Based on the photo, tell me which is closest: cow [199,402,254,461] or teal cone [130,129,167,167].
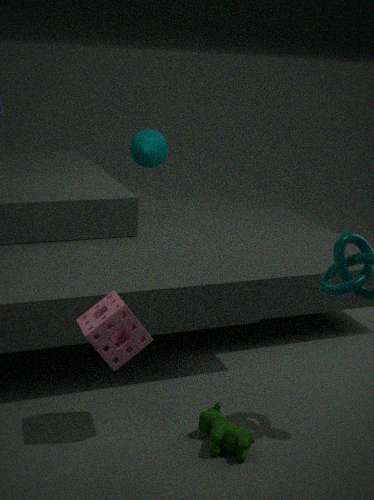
cow [199,402,254,461]
